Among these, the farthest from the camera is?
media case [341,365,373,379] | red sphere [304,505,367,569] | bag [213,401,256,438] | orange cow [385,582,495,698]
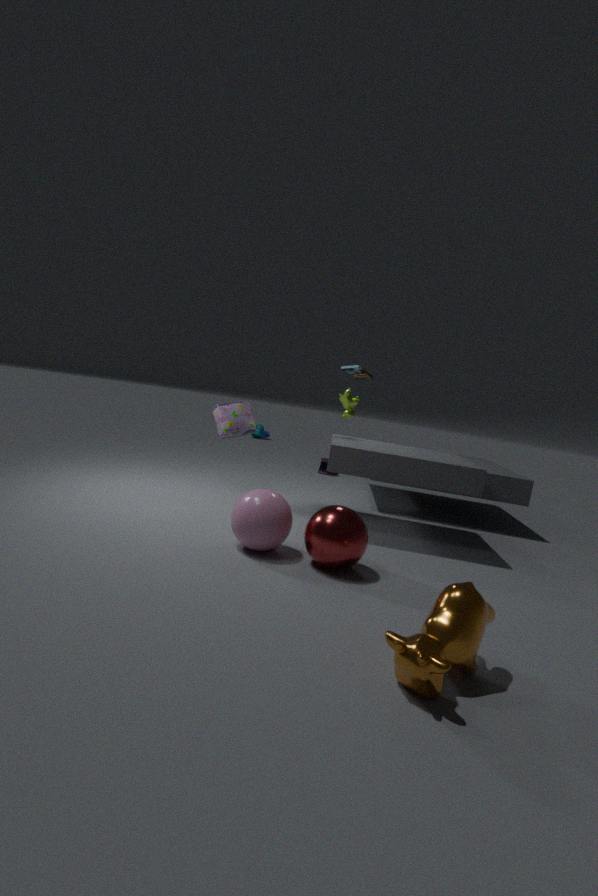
media case [341,365,373,379]
